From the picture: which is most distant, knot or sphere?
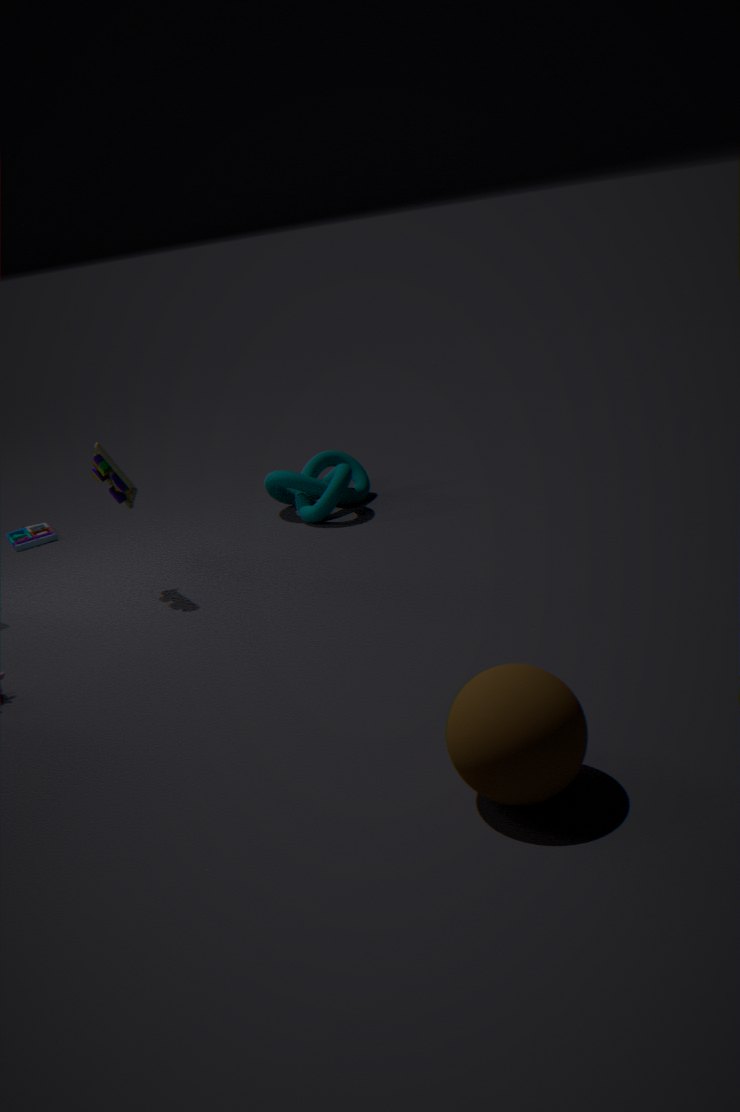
knot
